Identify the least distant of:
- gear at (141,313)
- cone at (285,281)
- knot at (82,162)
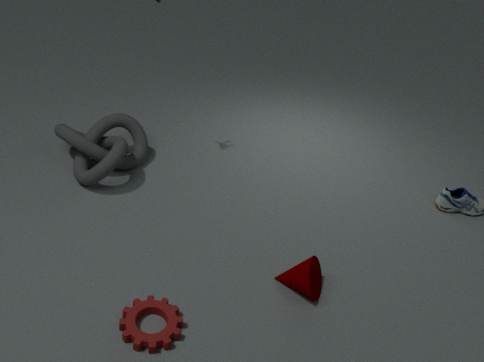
gear at (141,313)
